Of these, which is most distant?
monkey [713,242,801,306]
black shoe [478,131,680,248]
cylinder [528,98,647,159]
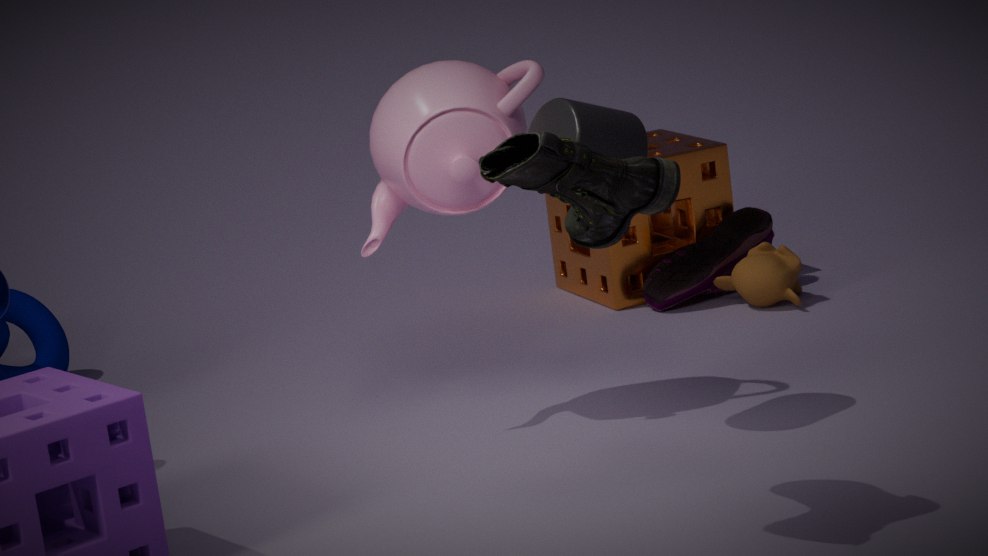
monkey [713,242,801,306]
